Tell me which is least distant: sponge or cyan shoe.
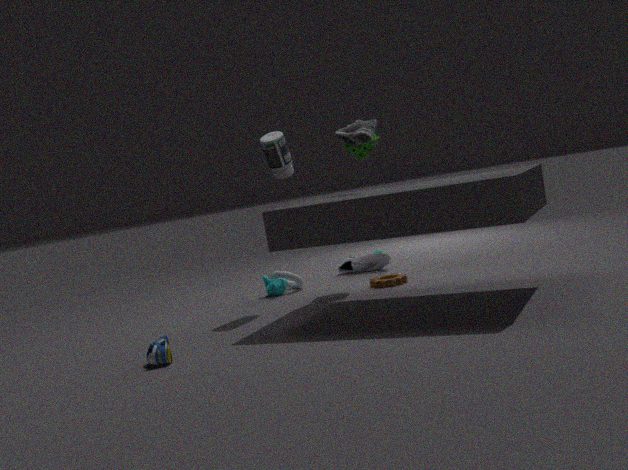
cyan shoe
